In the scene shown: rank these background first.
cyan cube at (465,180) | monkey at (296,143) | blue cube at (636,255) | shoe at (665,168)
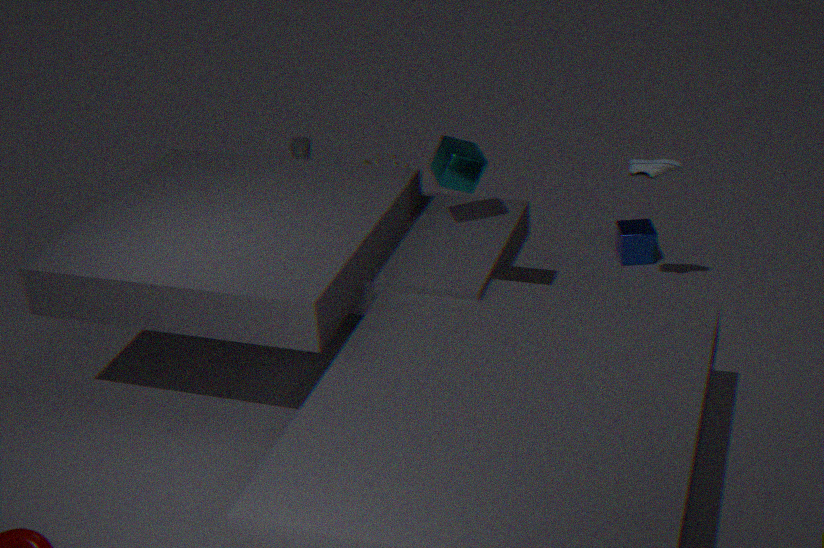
1. monkey at (296,143)
2. blue cube at (636,255)
3. shoe at (665,168)
4. cyan cube at (465,180)
